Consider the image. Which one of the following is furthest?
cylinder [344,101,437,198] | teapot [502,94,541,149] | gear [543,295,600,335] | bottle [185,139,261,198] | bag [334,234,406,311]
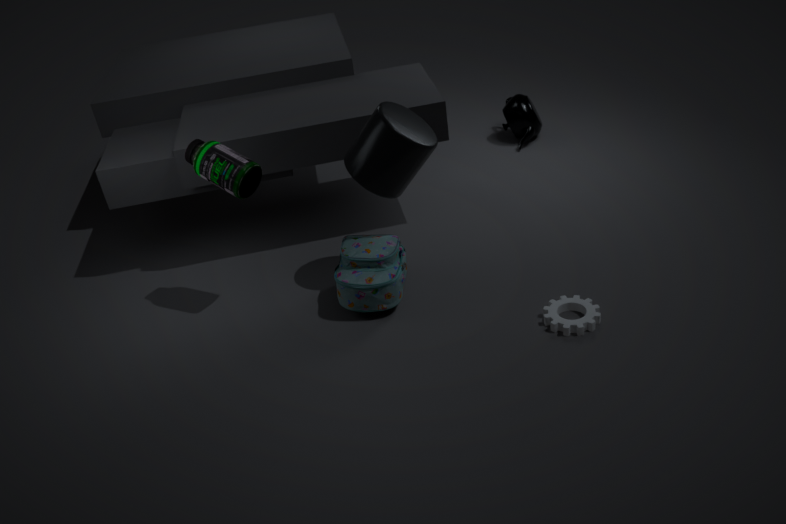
teapot [502,94,541,149]
